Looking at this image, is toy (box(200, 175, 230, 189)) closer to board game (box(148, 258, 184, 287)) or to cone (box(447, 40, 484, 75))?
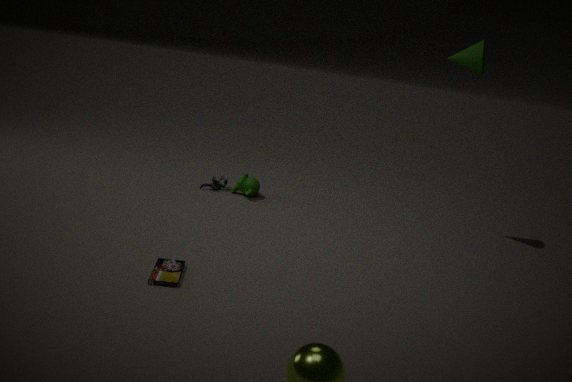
board game (box(148, 258, 184, 287))
